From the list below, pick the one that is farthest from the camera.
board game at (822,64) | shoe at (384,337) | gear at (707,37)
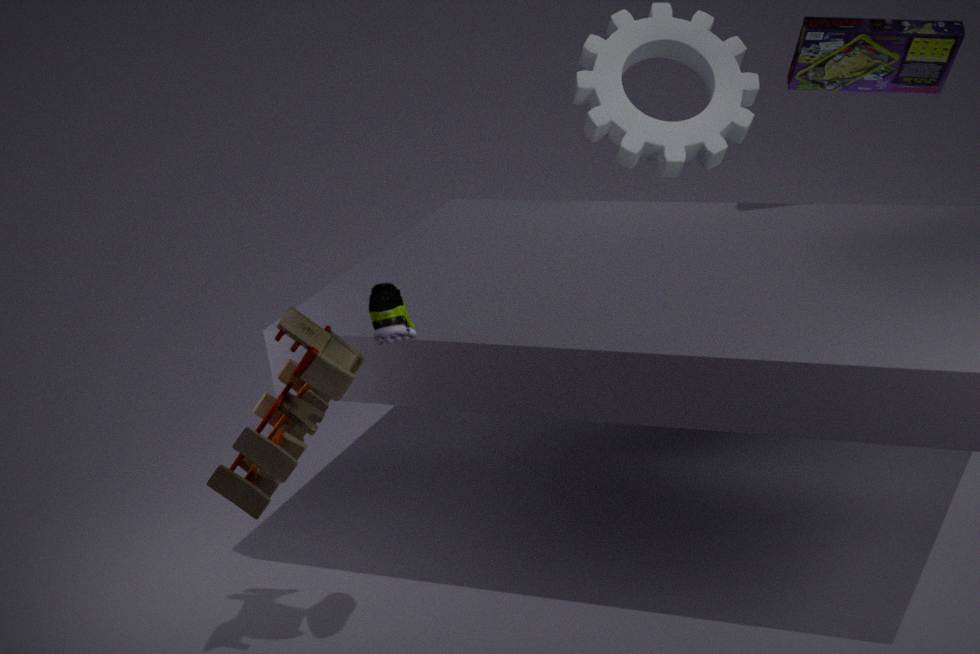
gear at (707,37)
